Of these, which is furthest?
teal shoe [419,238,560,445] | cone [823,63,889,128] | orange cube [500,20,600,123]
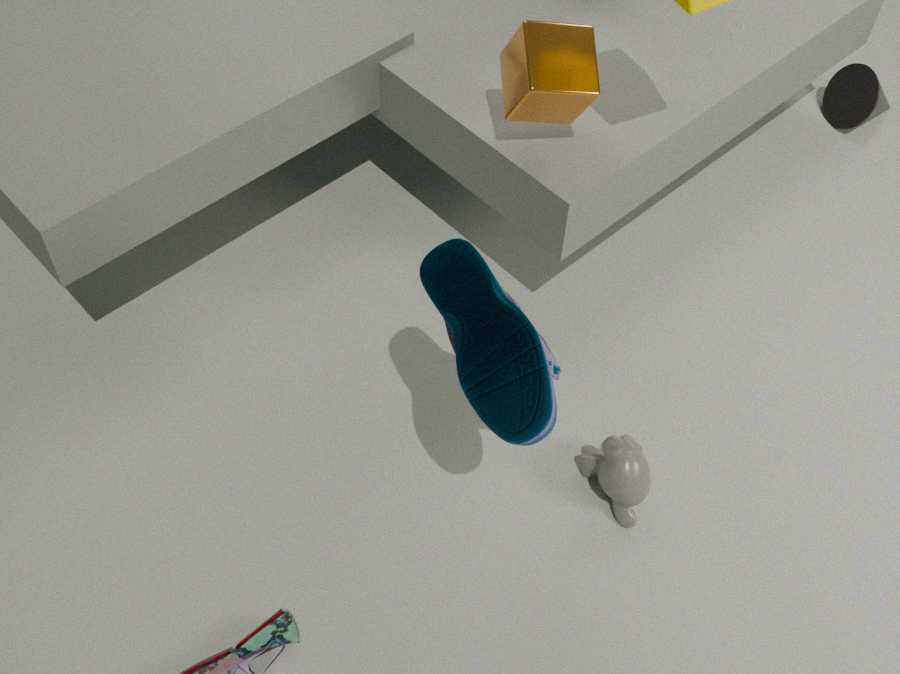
cone [823,63,889,128]
